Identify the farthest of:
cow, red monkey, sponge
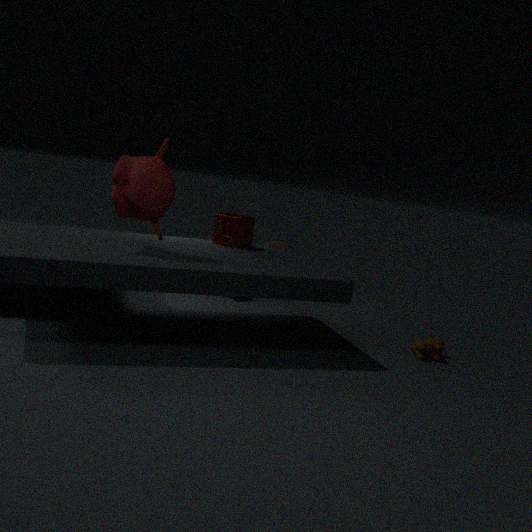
sponge
